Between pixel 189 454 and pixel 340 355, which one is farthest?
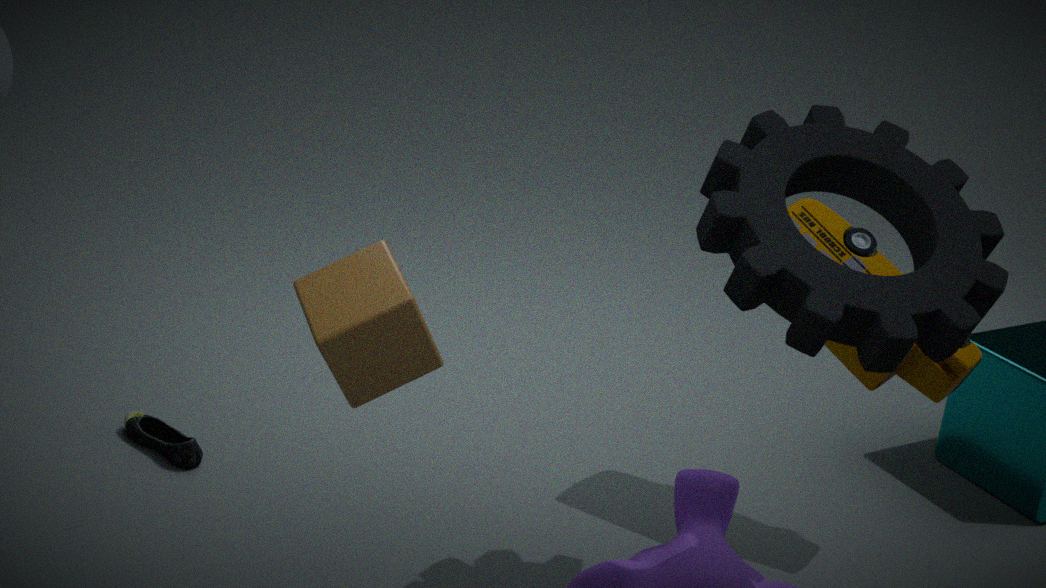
pixel 189 454
